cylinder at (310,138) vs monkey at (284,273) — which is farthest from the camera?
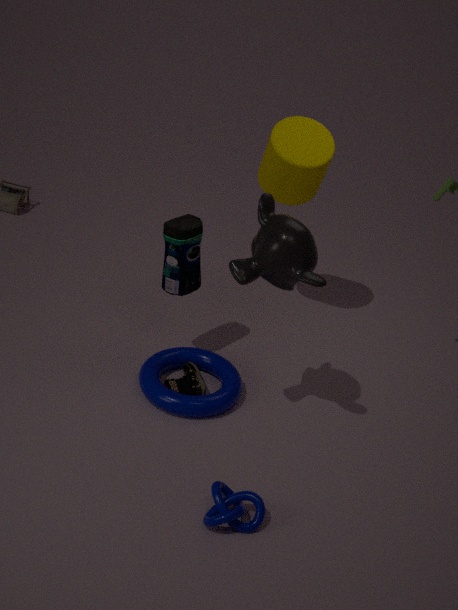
cylinder at (310,138)
